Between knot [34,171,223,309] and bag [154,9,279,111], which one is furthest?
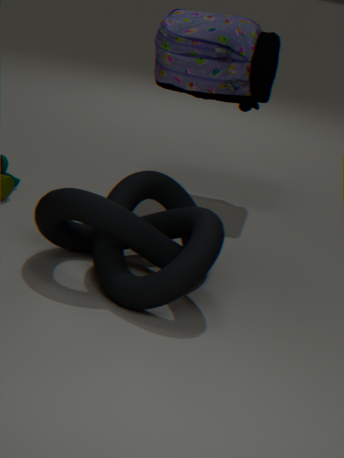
bag [154,9,279,111]
